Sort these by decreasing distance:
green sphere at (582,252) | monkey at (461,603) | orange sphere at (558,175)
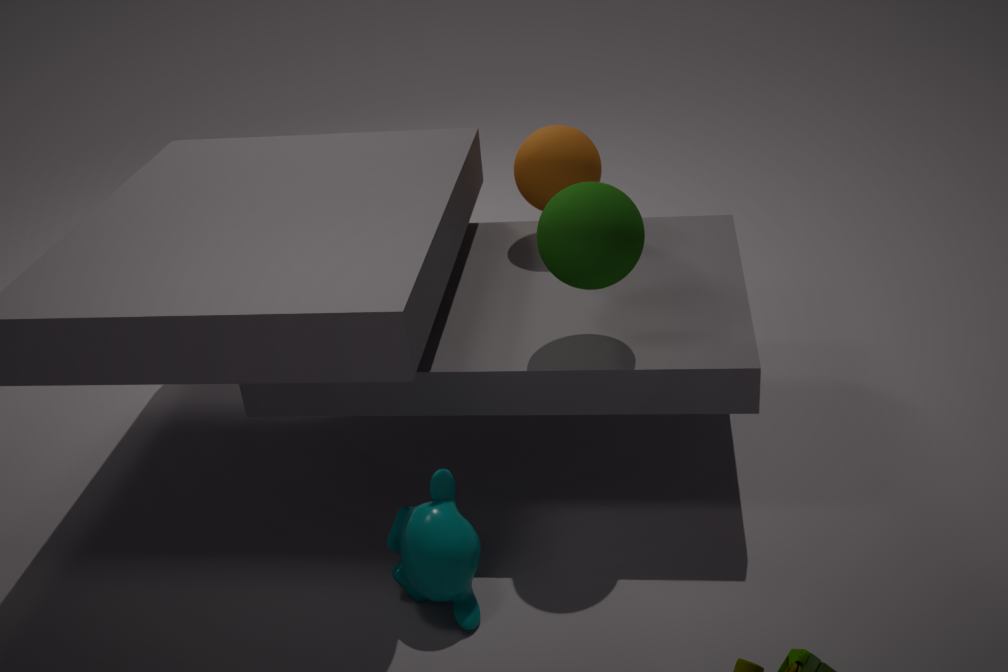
1. orange sphere at (558,175)
2. green sphere at (582,252)
3. monkey at (461,603)
